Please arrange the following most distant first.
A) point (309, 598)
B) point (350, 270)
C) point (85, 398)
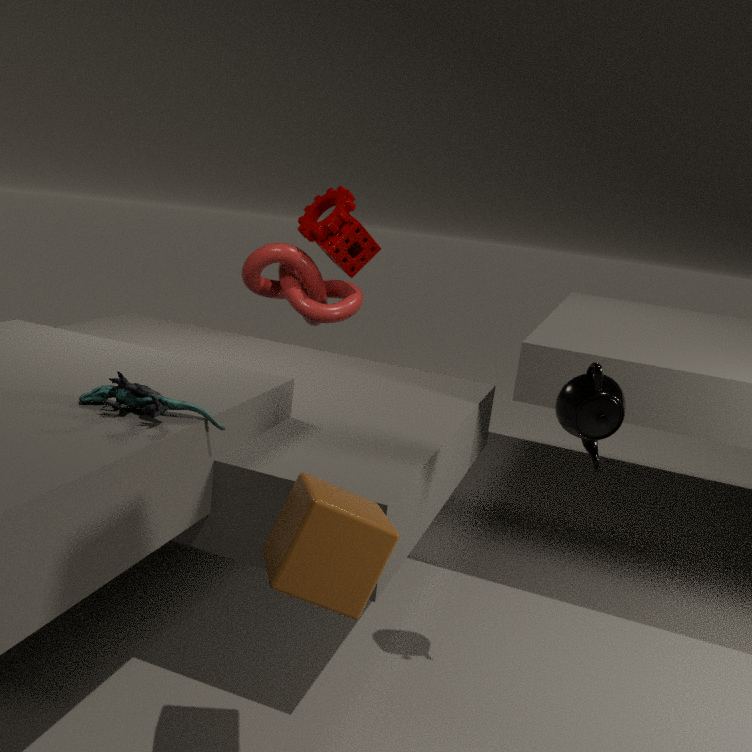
B. point (350, 270) < C. point (85, 398) < A. point (309, 598)
